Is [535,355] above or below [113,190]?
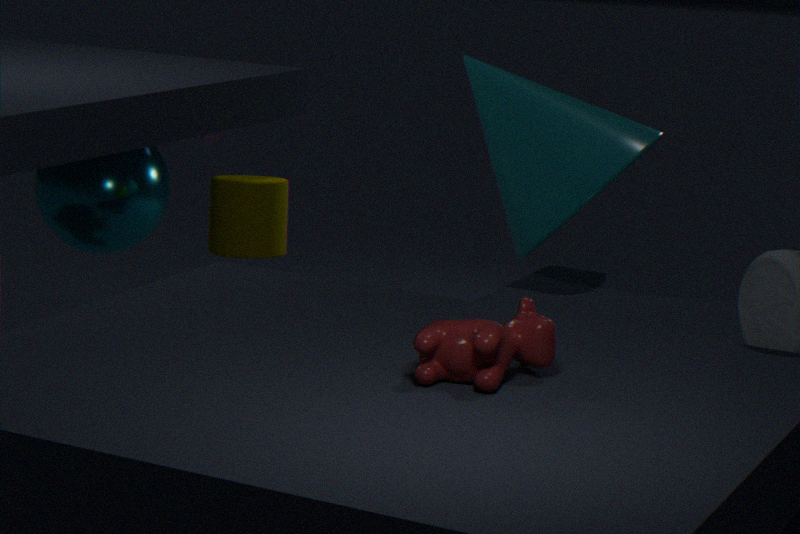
above
